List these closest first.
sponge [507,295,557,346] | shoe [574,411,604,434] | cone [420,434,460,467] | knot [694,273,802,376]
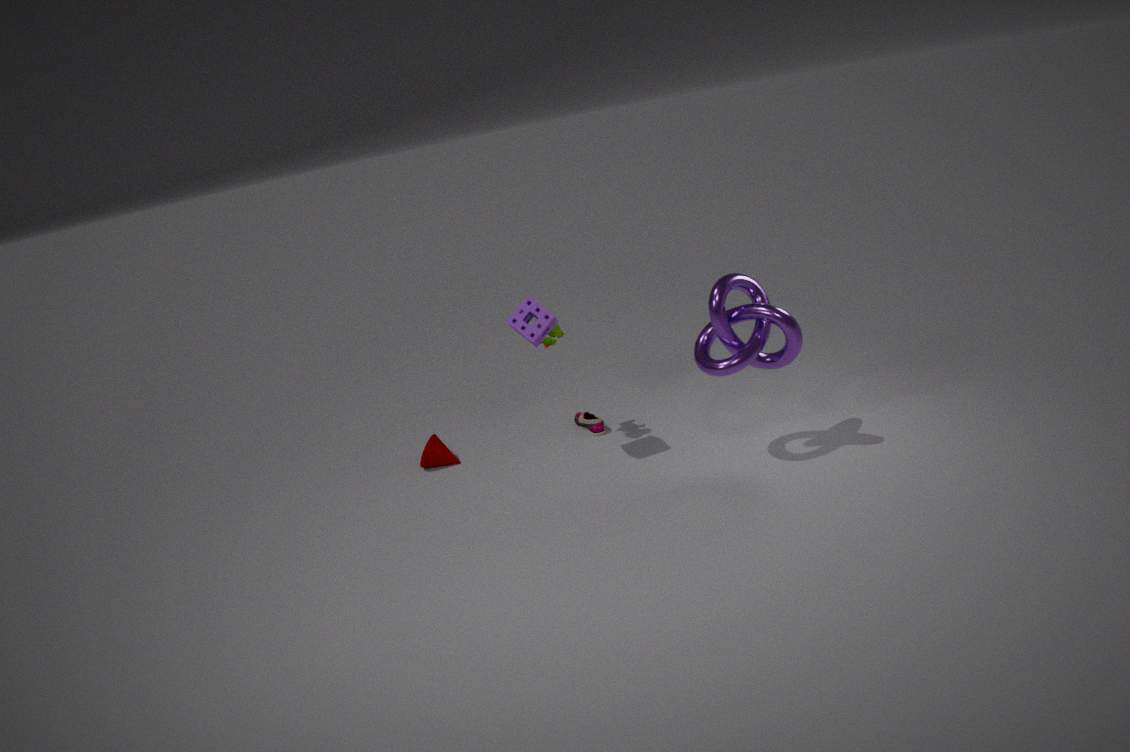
1. knot [694,273,802,376]
2. sponge [507,295,557,346]
3. cone [420,434,460,467]
4. shoe [574,411,604,434]
